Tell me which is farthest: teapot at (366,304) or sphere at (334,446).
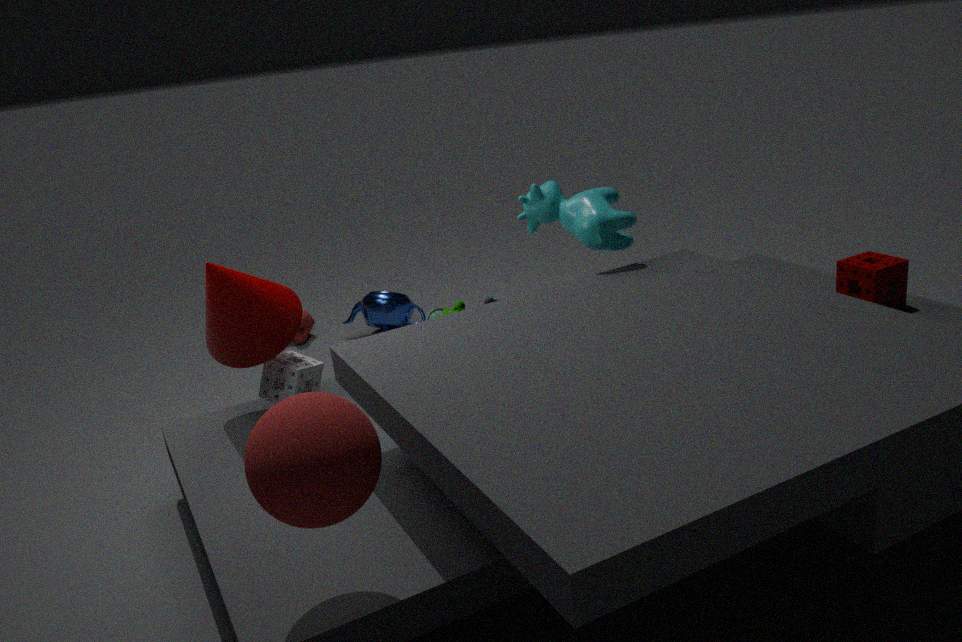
teapot at (366,304)
